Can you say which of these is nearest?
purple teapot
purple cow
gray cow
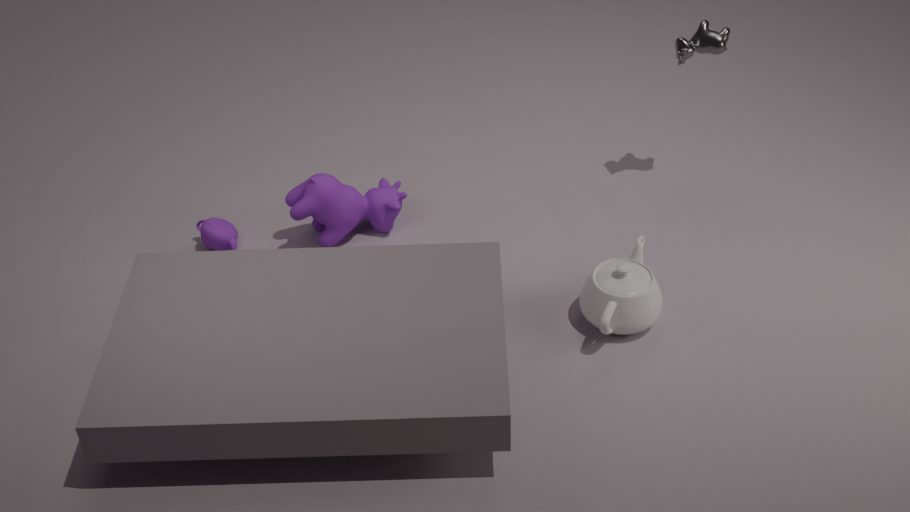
purple cow
